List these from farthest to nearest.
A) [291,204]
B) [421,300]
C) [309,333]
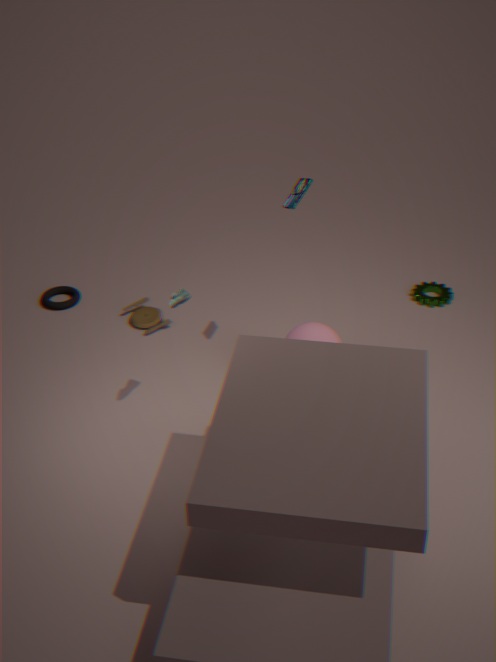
1. [421,300]
2. [309,333]
3. [291,204]
